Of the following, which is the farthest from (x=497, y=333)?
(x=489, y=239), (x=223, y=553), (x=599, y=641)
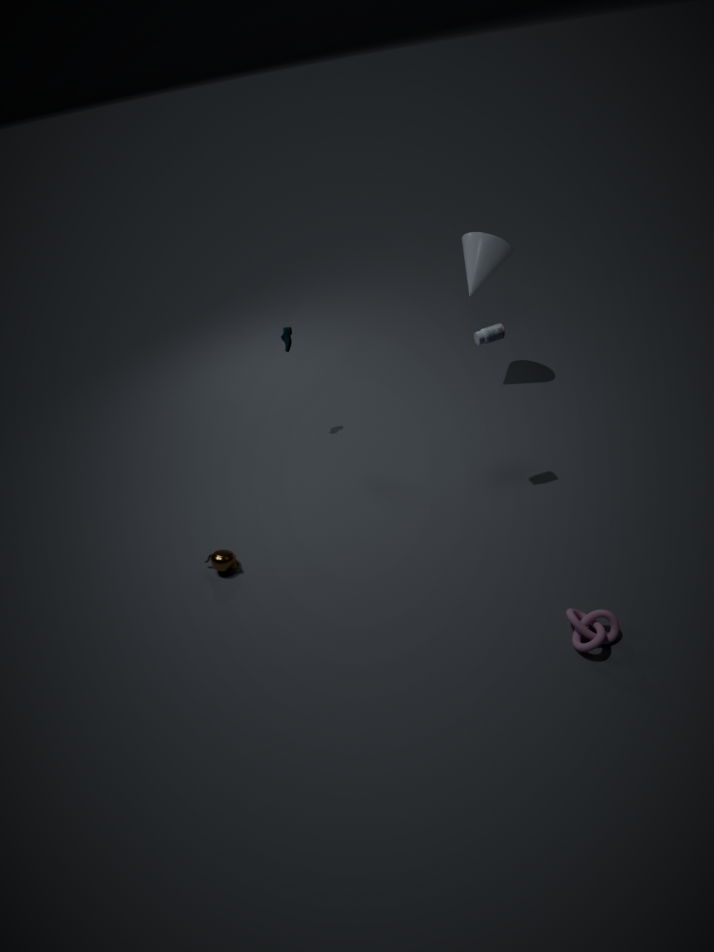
(x=223, y=553)
